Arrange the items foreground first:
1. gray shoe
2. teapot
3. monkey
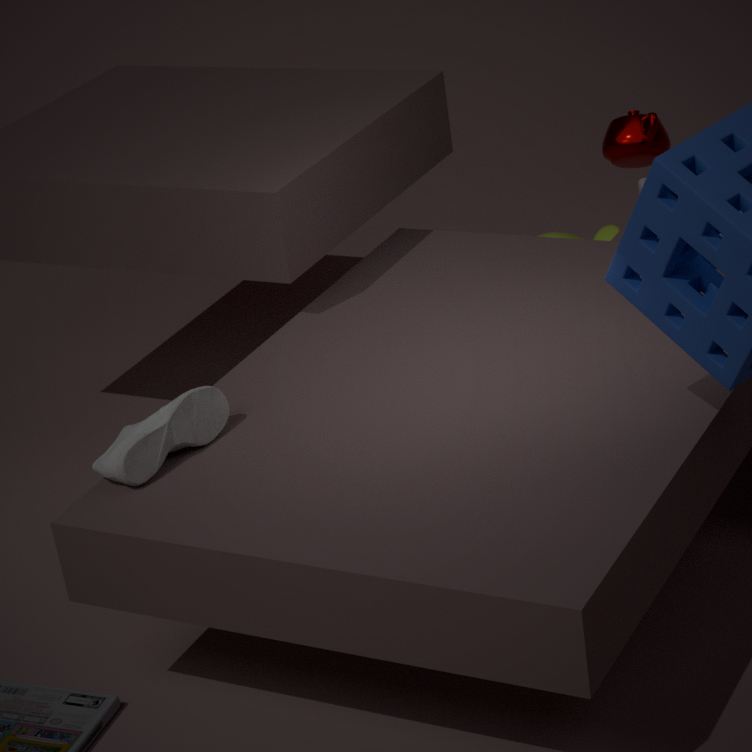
gray shoe < teapot < monkey
